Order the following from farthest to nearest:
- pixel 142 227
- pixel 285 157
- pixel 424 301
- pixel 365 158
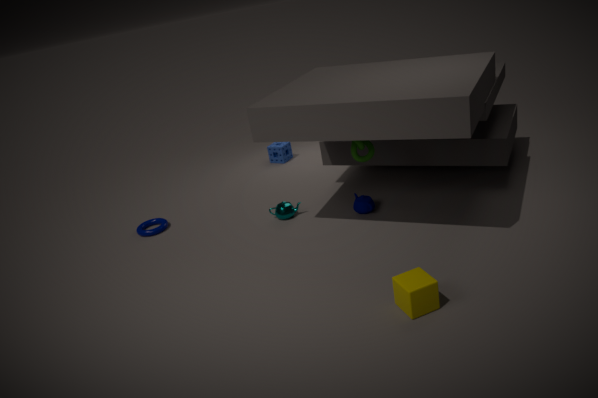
pixel 285 157
pixel 142 227
pixel 365 158
pixel 424 301
